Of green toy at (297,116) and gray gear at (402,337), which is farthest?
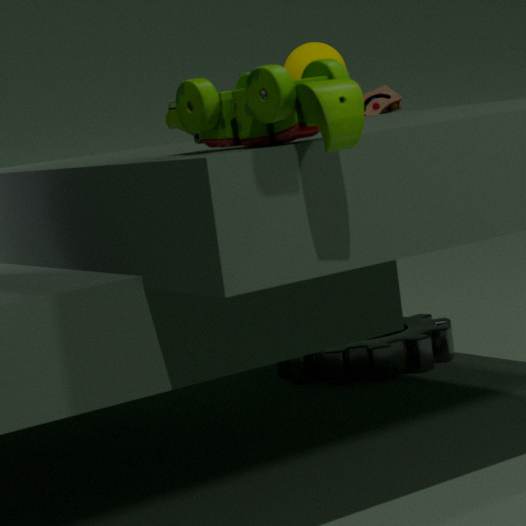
gray gear at (402,337)
